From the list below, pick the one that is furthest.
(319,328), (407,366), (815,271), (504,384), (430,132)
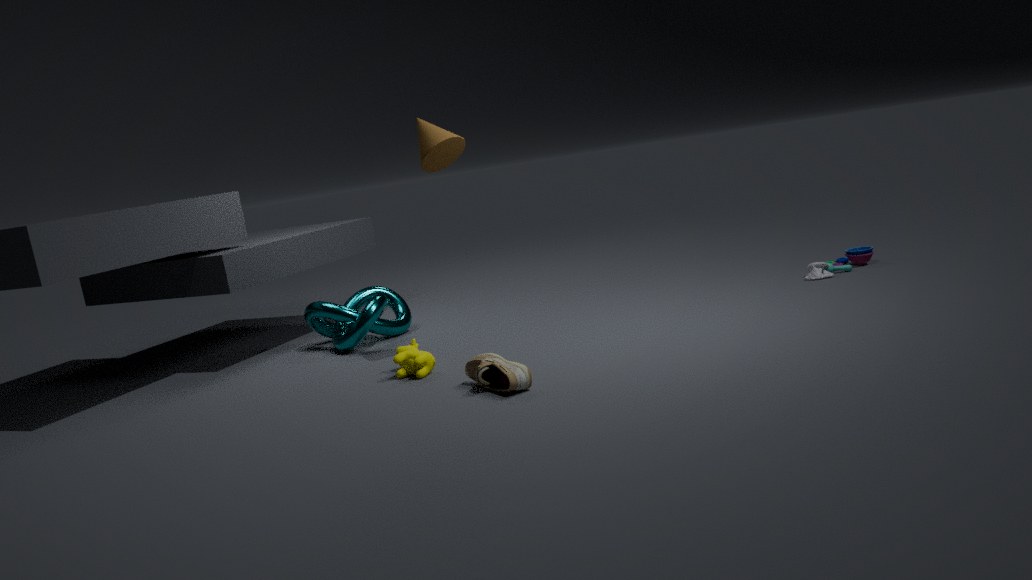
(319,328)
